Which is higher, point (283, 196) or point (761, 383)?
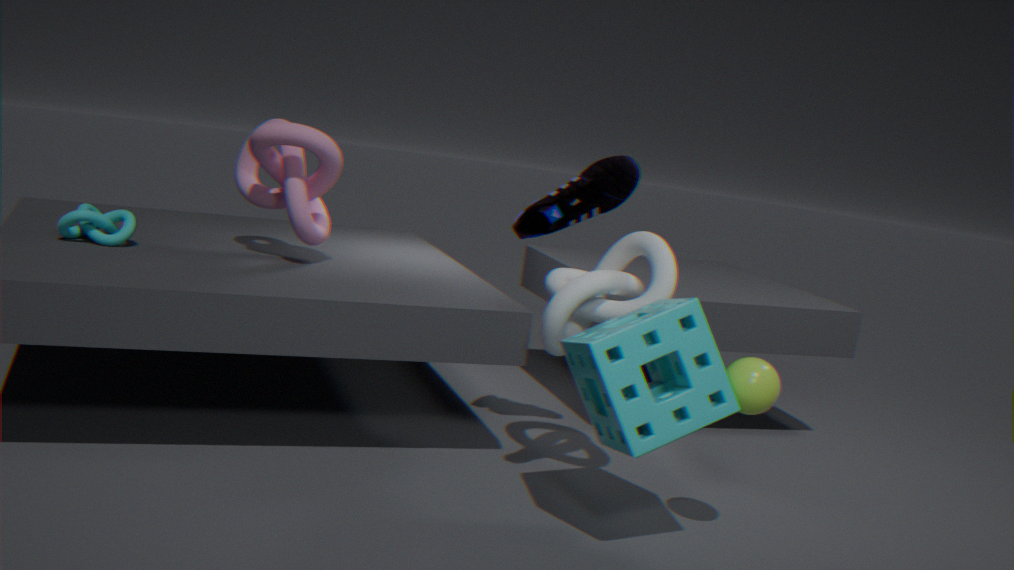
point (283, 196)
